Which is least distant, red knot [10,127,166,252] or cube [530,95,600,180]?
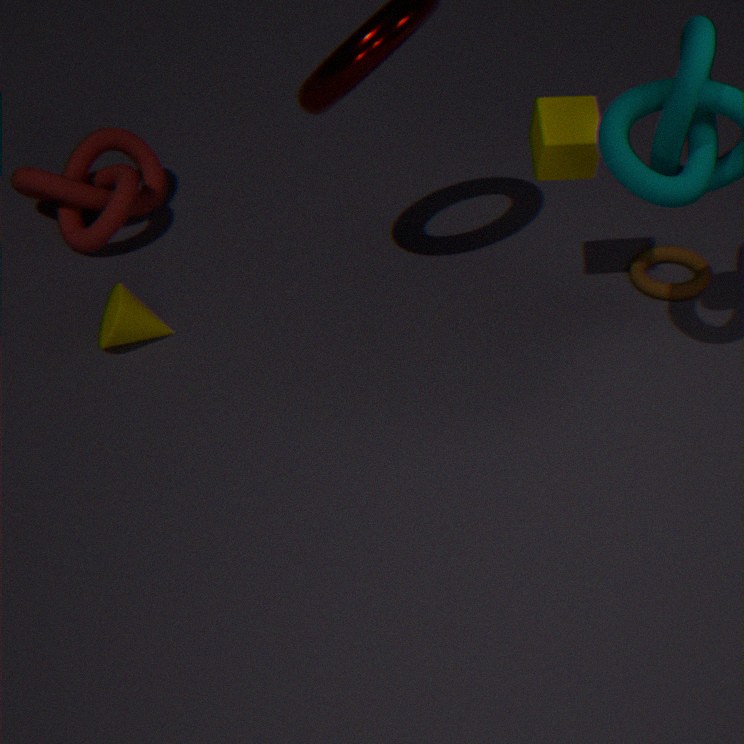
cube [530,95,600,180]
